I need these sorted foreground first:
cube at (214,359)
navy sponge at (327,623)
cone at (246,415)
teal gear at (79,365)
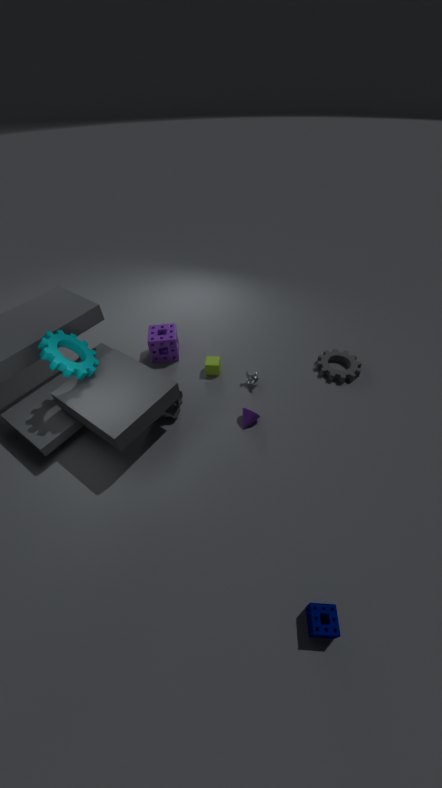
1. navy sponge at (327,623)
2. teal gear at (79,365)
3. cone at (246,415)
4. cube at (214,359)
